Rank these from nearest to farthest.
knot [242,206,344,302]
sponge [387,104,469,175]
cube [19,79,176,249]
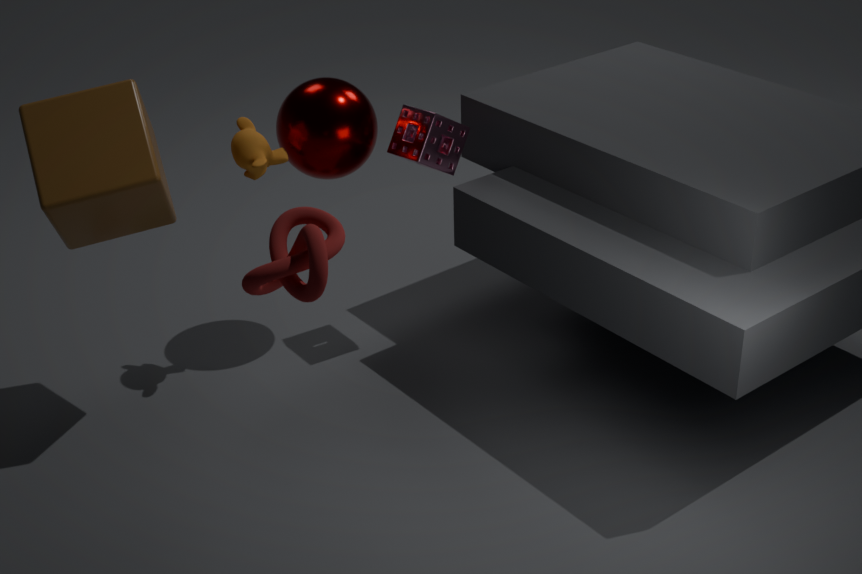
knot [242,206,344,302] < cube [19,79,176,249] < sponge [387,104,469,175]
